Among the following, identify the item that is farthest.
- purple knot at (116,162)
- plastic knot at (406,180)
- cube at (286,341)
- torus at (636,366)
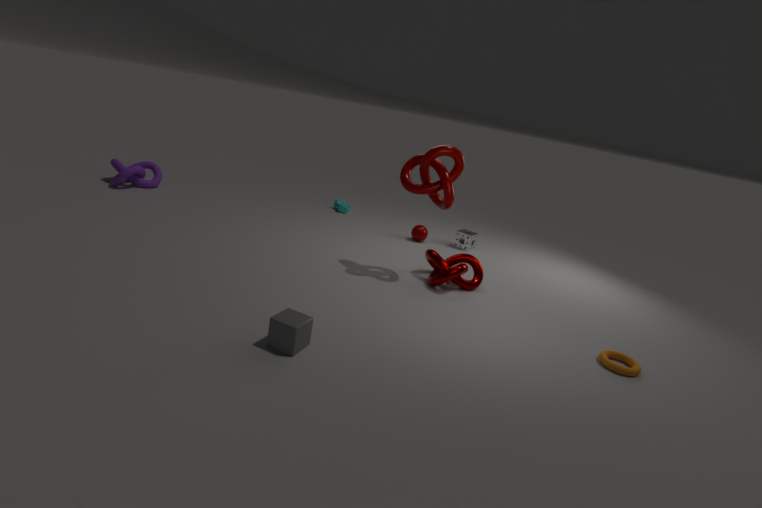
purple knot at (116,162)
